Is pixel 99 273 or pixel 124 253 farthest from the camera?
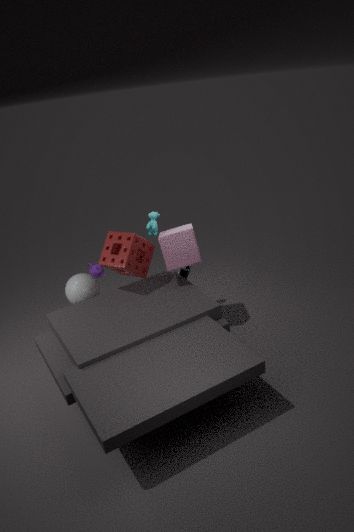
pixel 99 273
